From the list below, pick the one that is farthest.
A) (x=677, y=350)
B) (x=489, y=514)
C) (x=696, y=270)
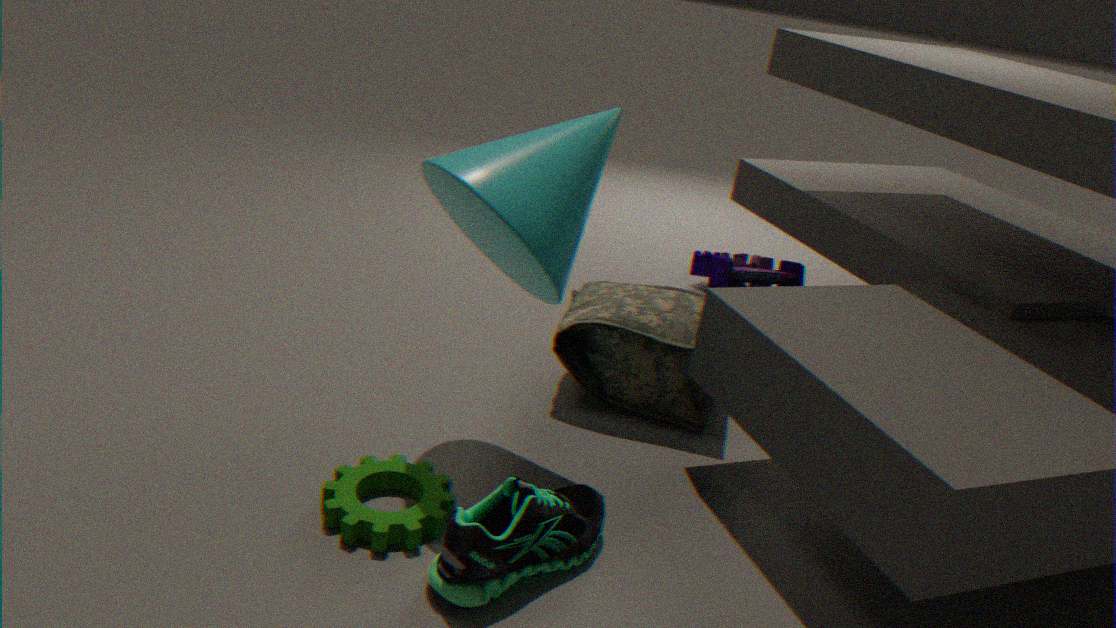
(x=696, y=270)
